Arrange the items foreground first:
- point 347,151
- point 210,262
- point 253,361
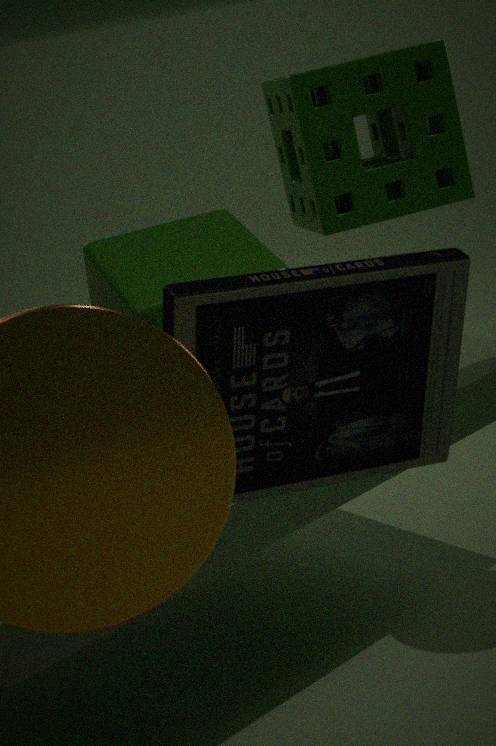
point 253,361 < point 210,262 < point 347,151
